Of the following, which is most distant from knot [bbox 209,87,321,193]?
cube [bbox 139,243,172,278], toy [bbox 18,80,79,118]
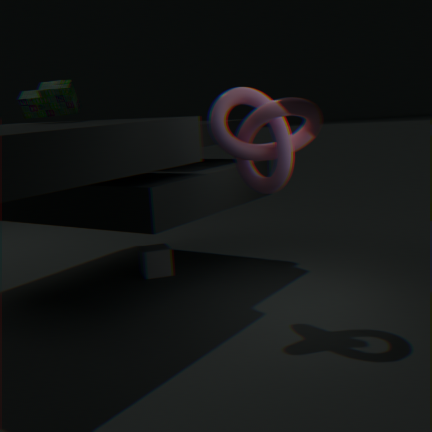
toy [bbox 18,80,79,118]
